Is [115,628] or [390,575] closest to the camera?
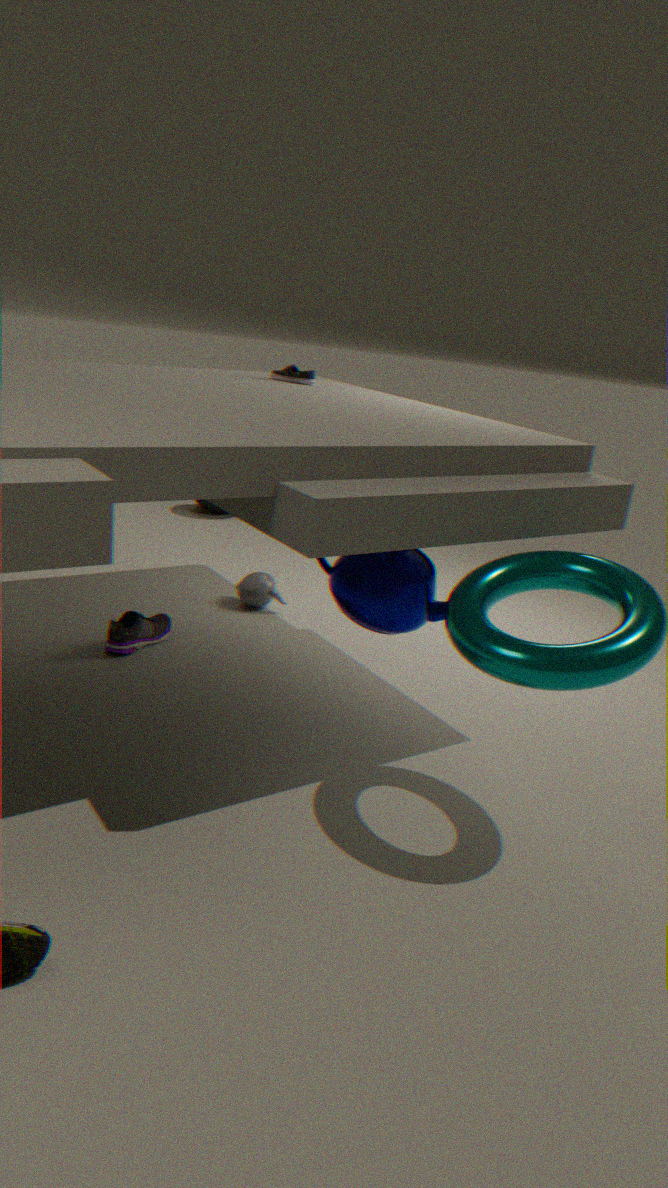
[390,575]
